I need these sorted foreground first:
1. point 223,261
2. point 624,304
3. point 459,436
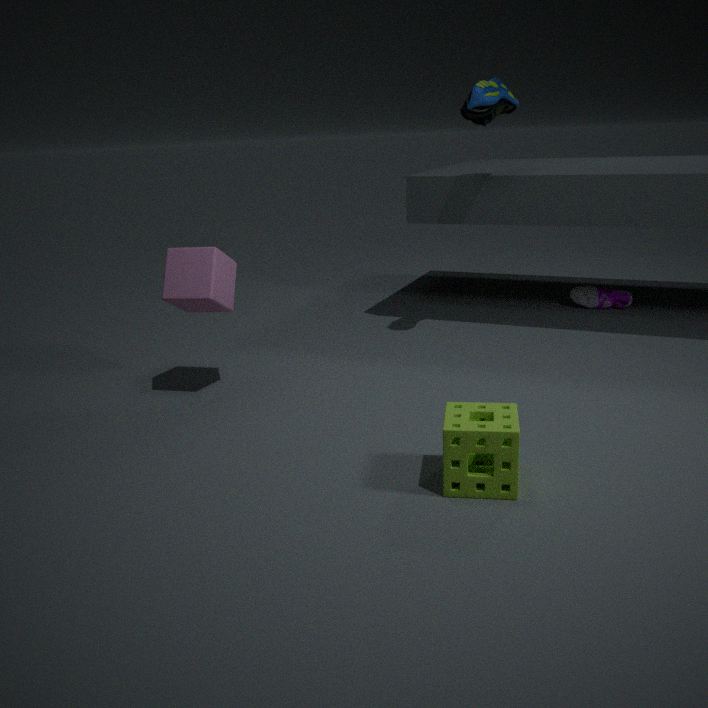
point 459,436
point 223,261
point 624,304
